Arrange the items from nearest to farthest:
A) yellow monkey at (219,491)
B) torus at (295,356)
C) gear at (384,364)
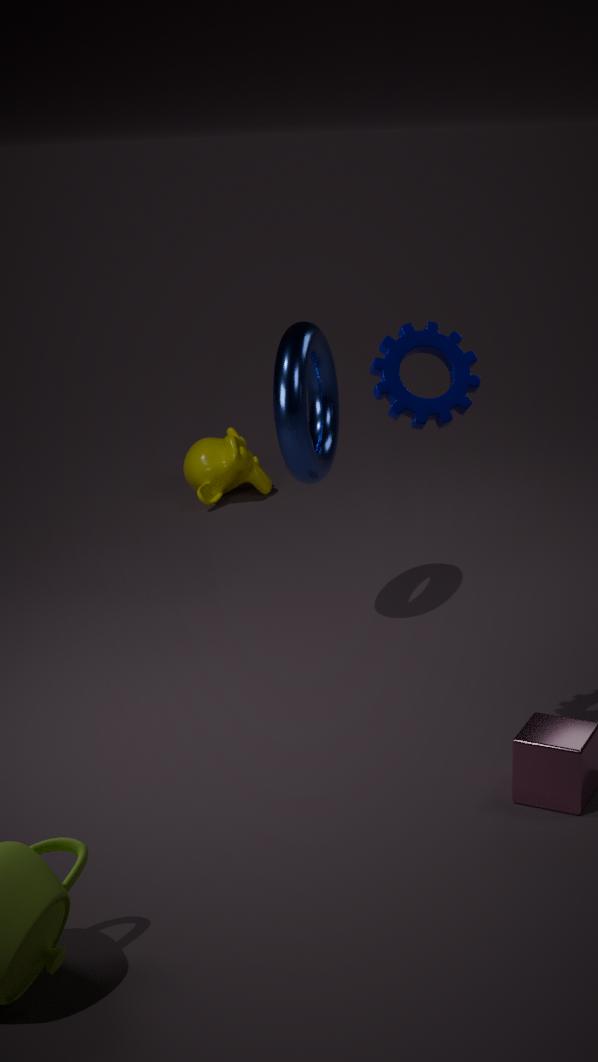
gear at (384,364), torus at (295,356), yellow monkey at (219,491)
